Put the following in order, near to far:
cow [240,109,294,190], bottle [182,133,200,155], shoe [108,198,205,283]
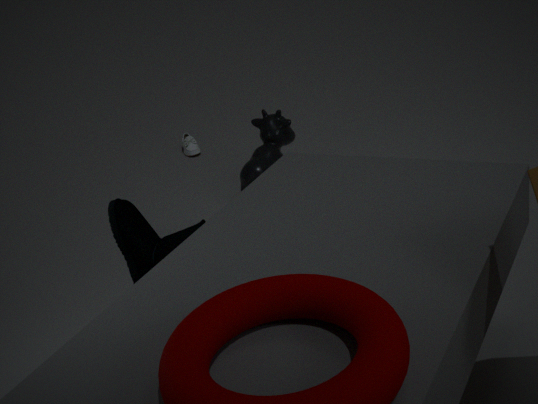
shoe [108,198,205,283] → cow [240,109,294,190] → bottle [182,133,200,155]
